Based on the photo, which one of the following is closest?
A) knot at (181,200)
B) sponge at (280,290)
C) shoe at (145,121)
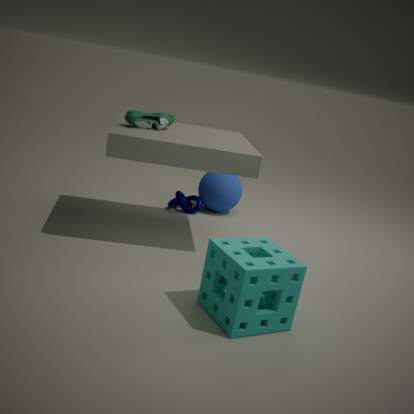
sponge at (280,290)
